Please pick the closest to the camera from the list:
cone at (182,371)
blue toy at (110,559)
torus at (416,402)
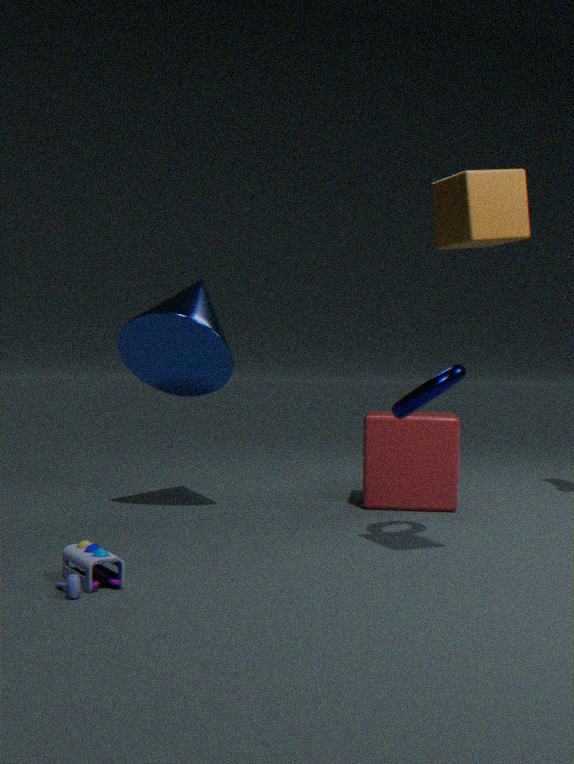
blue toy at (110,559)
